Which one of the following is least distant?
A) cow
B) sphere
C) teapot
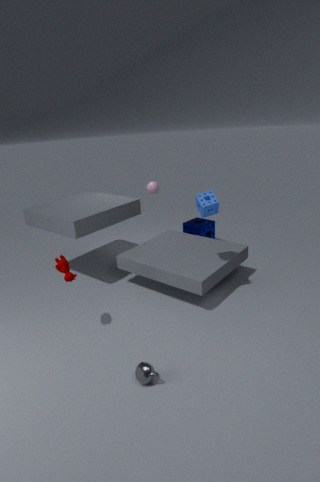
teapot
